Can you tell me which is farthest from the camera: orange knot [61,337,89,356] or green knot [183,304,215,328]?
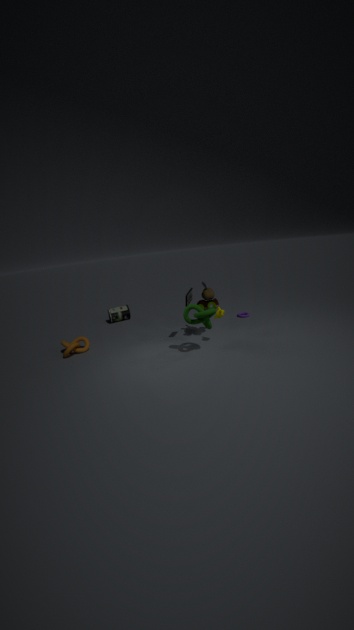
orange knot [61,337,89,356]
